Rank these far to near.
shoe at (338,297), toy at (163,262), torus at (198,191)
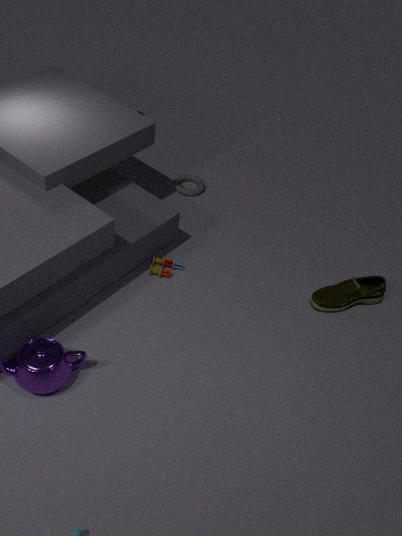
torus at (198,191)
toy at (163,262)
shoe at (338,297)
